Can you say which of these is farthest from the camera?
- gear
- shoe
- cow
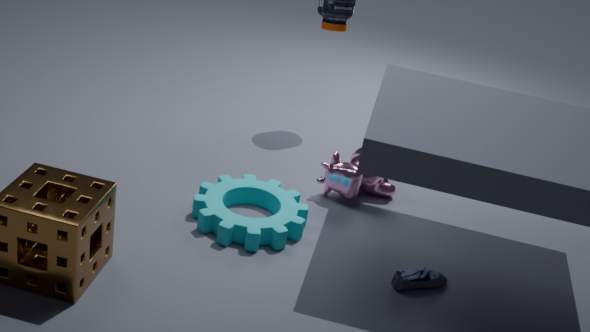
cow
